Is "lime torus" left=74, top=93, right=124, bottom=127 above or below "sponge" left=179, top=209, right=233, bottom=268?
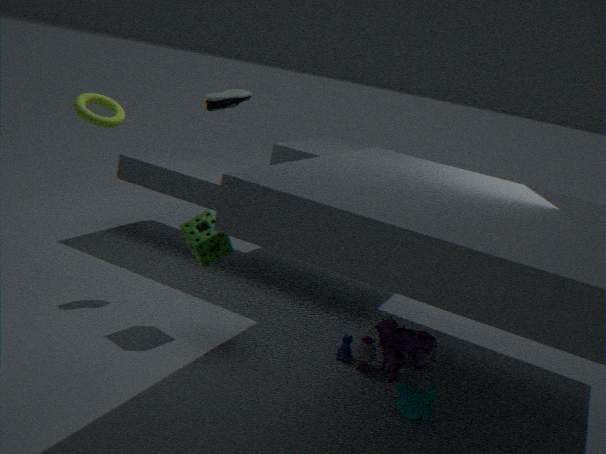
above
